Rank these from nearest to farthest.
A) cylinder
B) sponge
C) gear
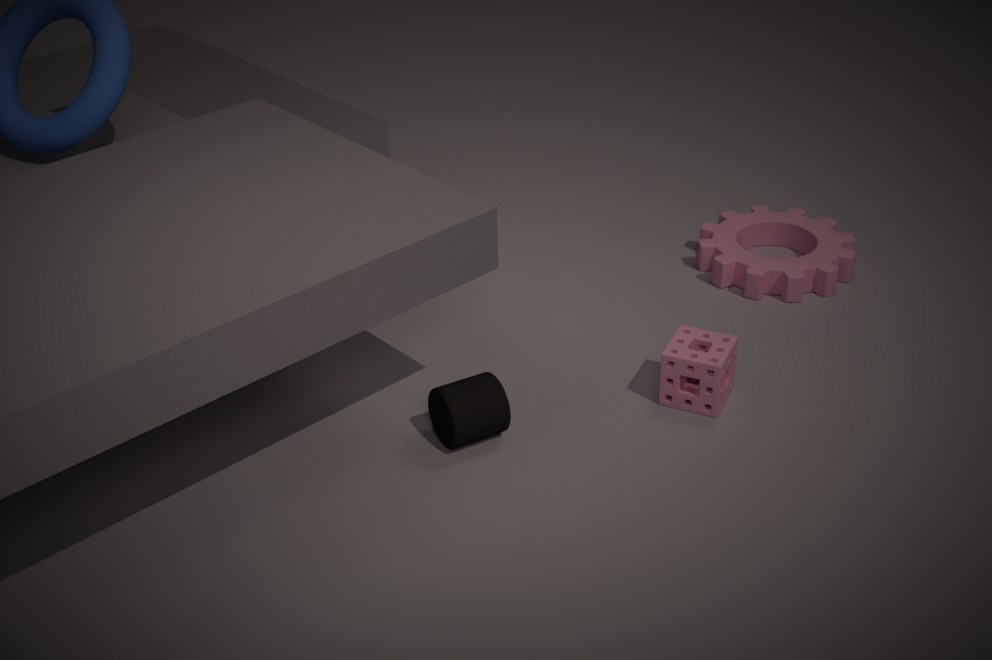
cylinder → sponge → gear
